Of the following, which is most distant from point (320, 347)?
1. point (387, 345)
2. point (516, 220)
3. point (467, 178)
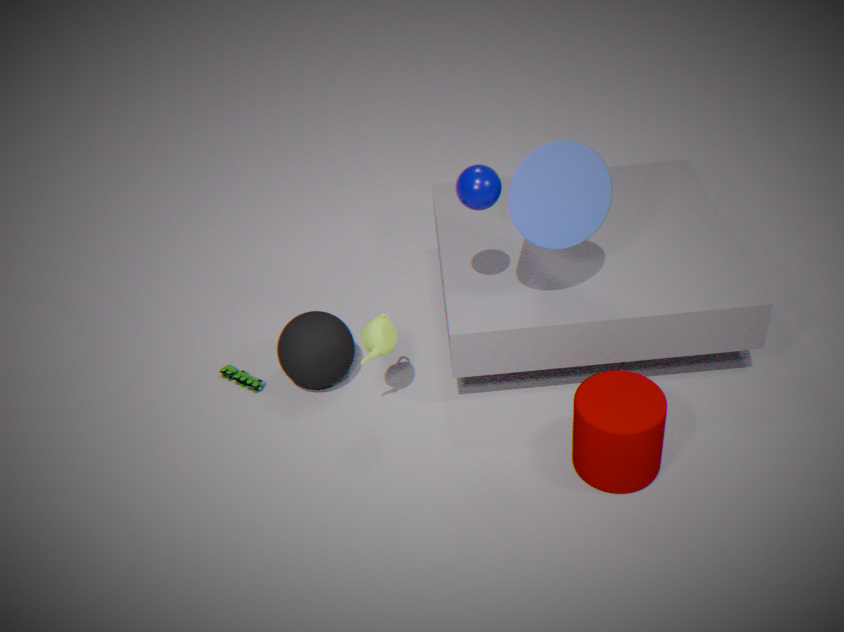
point (516, 220)
